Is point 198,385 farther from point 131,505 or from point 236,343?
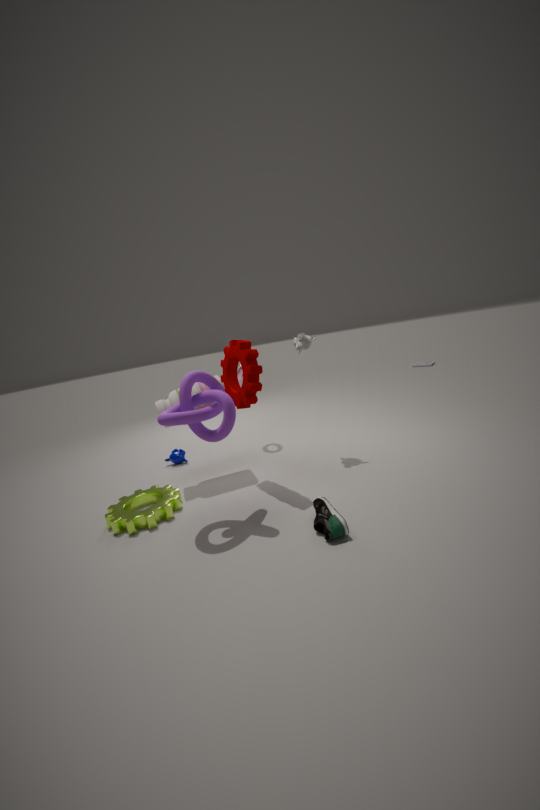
point 131,505
